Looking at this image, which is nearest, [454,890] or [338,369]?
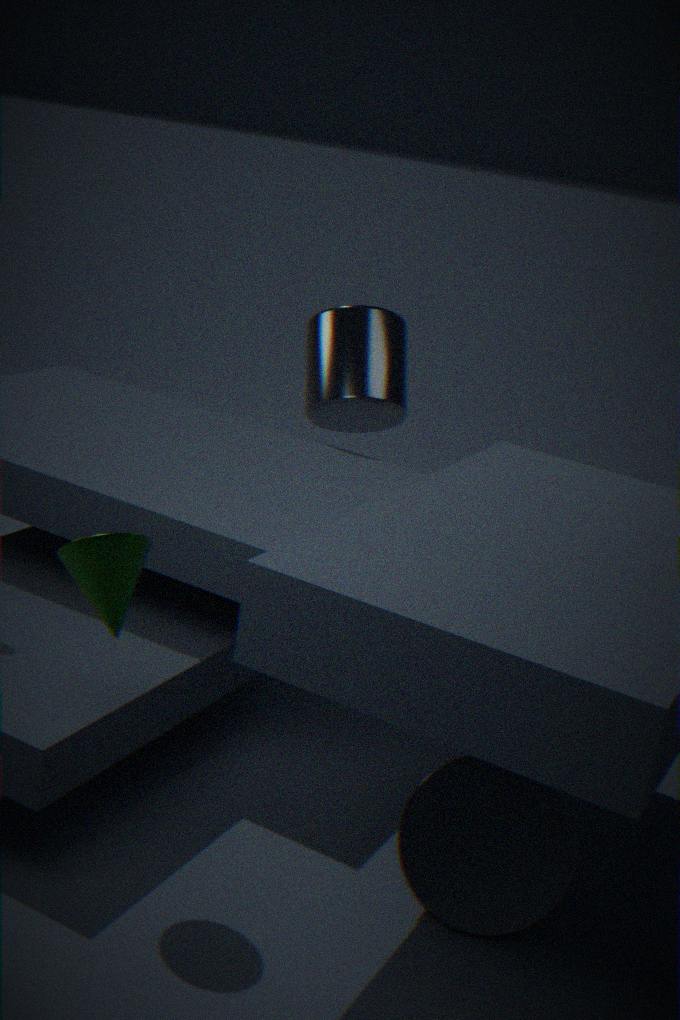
[454,890]
